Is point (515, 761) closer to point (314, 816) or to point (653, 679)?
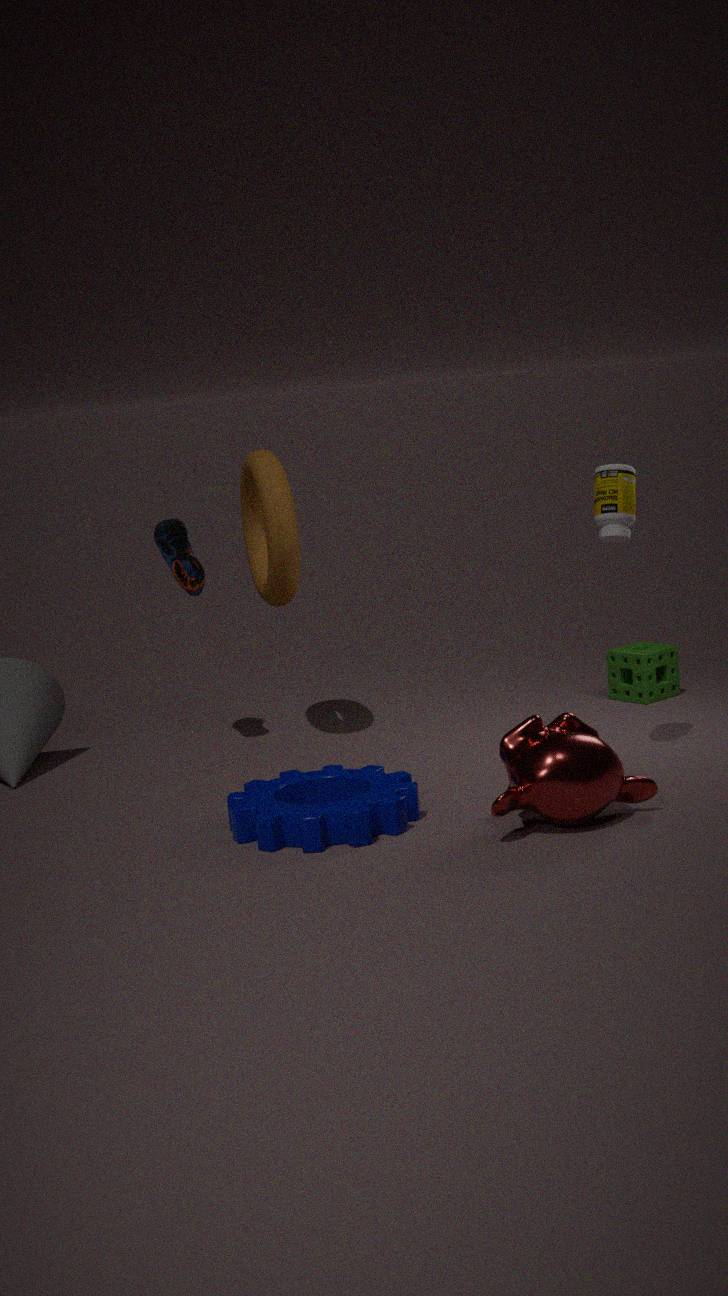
point (314, 816)
